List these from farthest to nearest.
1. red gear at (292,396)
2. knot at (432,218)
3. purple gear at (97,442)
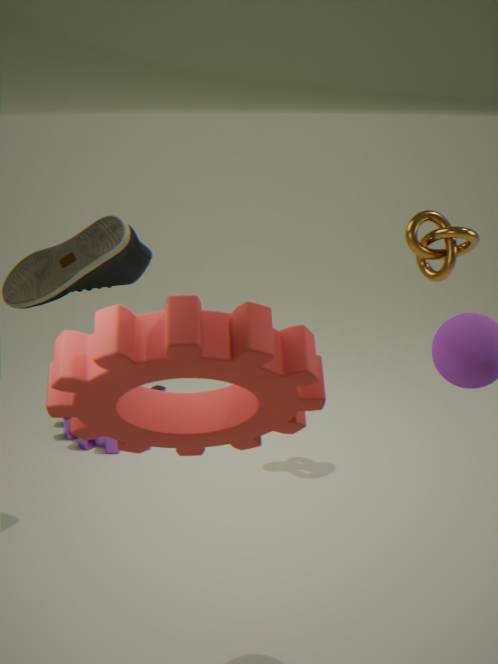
purple gear at (97,442) < knot at (432,218) < red gear at (292,396)
